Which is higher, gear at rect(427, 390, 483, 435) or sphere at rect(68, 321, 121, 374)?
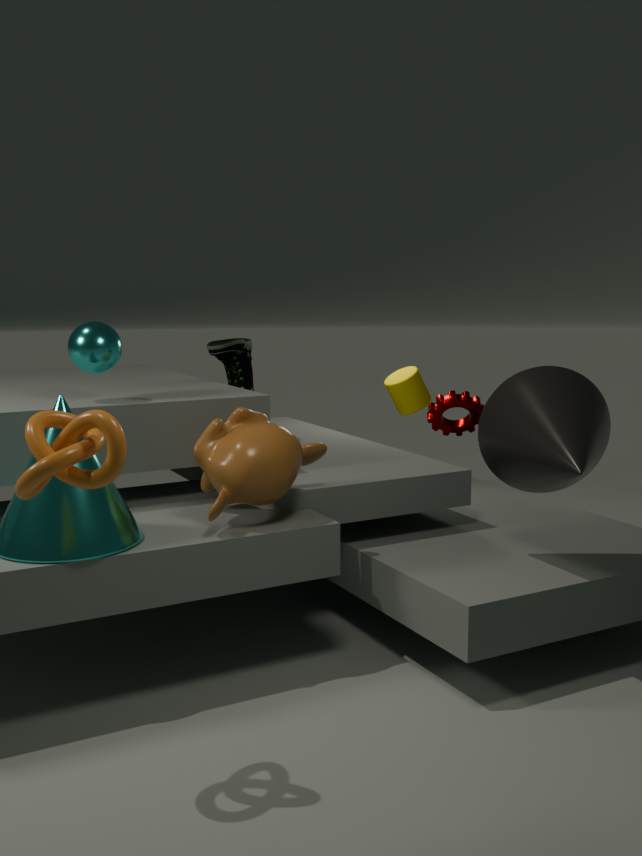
sphere at rect(68, 321, 121, 374)
